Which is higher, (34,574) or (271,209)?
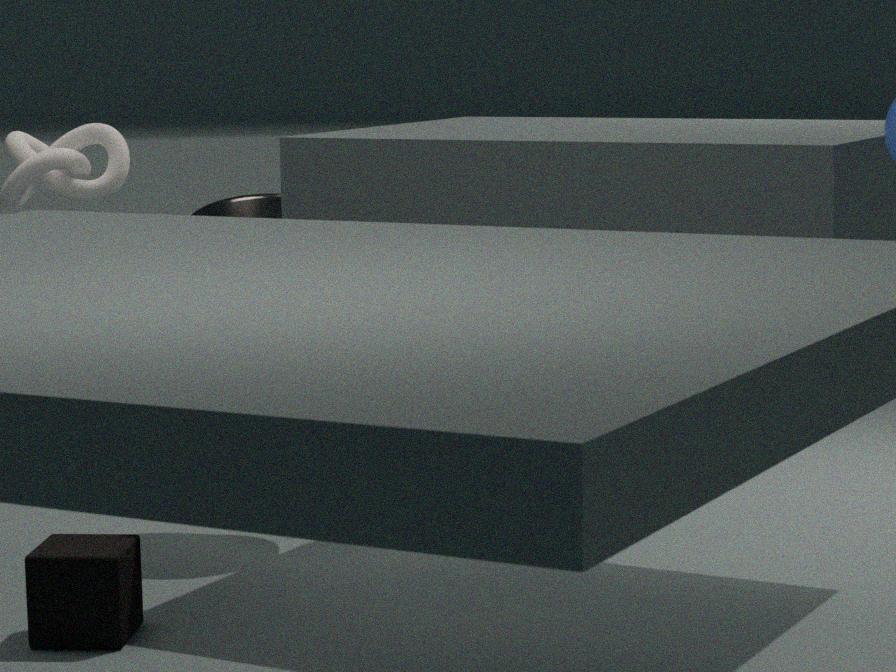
(271,209)
